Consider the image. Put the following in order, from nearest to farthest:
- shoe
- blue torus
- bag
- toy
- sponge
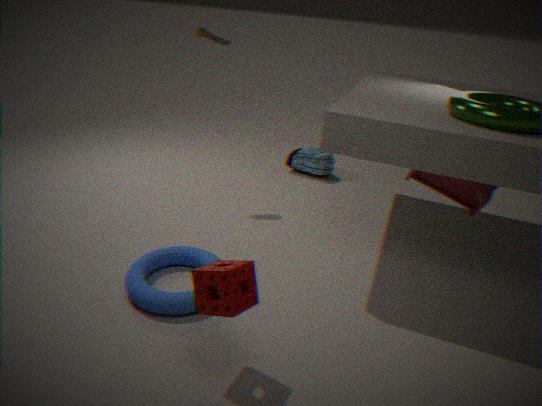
sponge
blue torus
toy
shoe
bag
